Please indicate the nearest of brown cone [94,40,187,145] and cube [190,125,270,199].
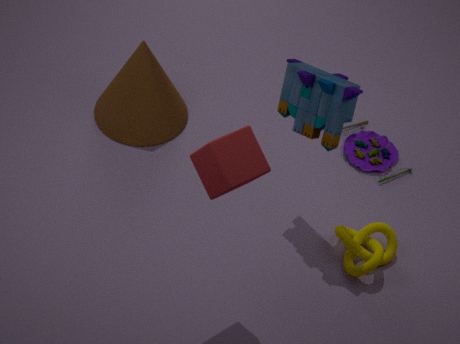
cube [190,125,270,199]
